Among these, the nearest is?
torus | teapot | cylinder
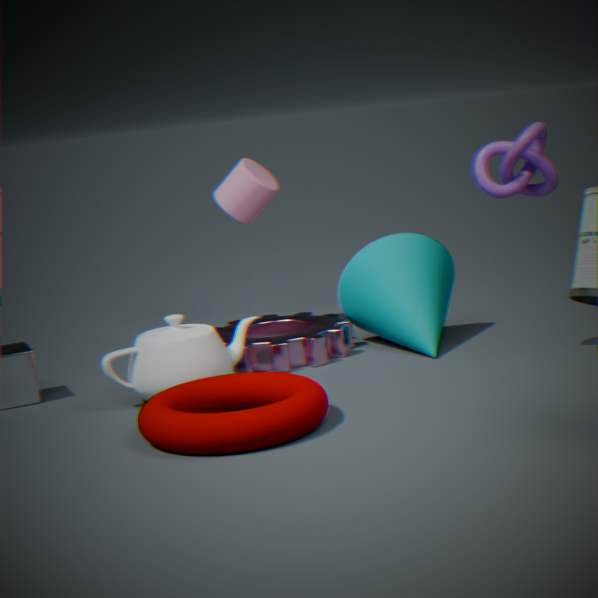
torus
